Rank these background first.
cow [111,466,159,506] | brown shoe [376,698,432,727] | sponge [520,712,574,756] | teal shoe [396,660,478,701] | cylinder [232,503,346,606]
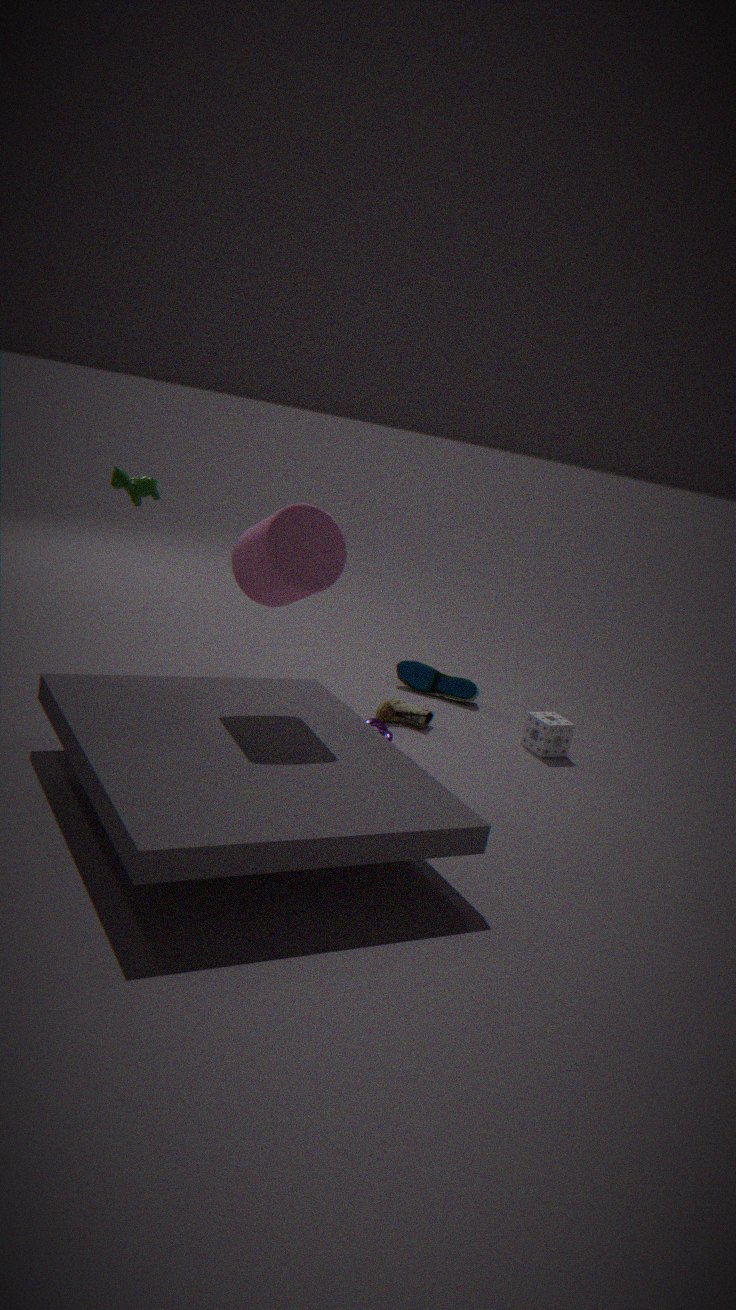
teal shoe [396,660,478,701] < sponge [520,712,574,756] < brown shoe [376,698,432,727] < cow [111,466,159,506] < cylinder [232,503,346,606]
